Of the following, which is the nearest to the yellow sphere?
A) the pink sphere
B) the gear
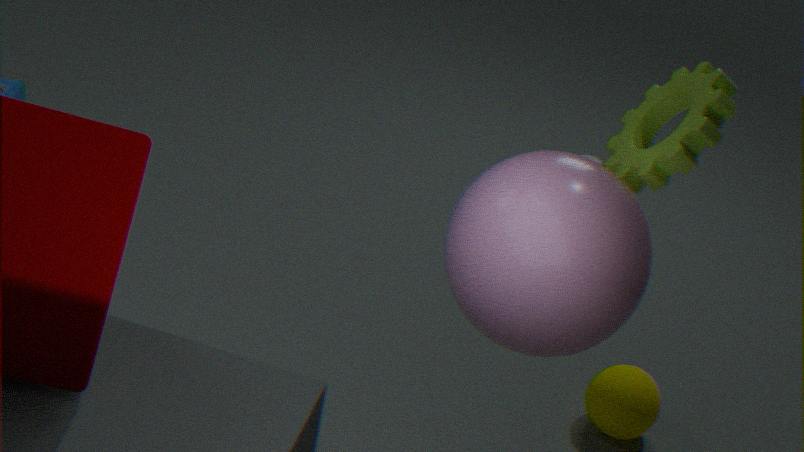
the pink sphere
